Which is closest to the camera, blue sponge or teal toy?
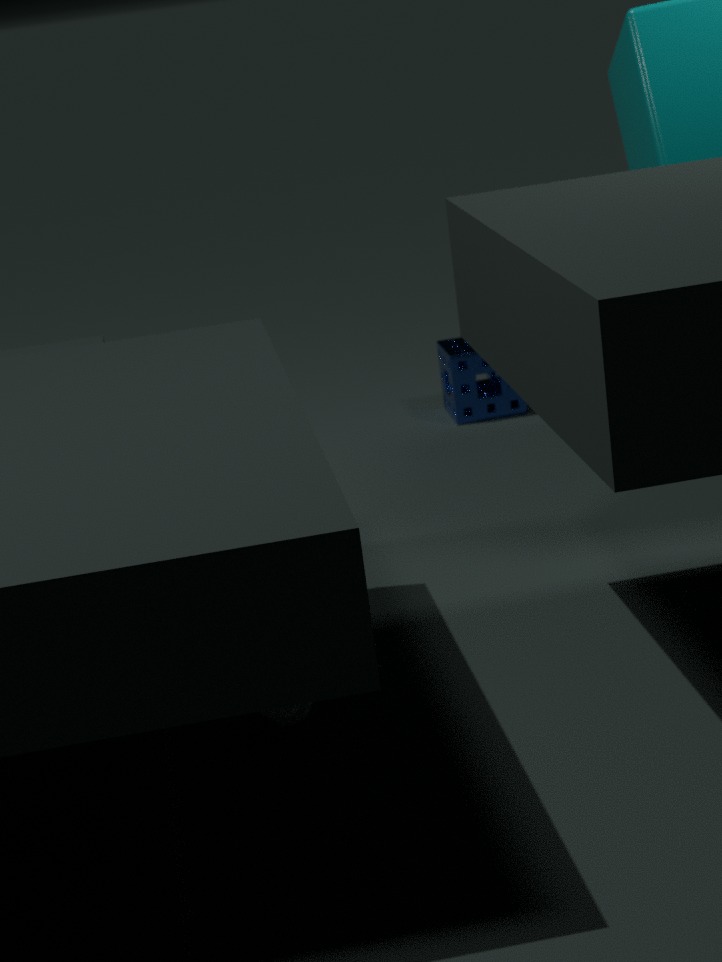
teal toy
